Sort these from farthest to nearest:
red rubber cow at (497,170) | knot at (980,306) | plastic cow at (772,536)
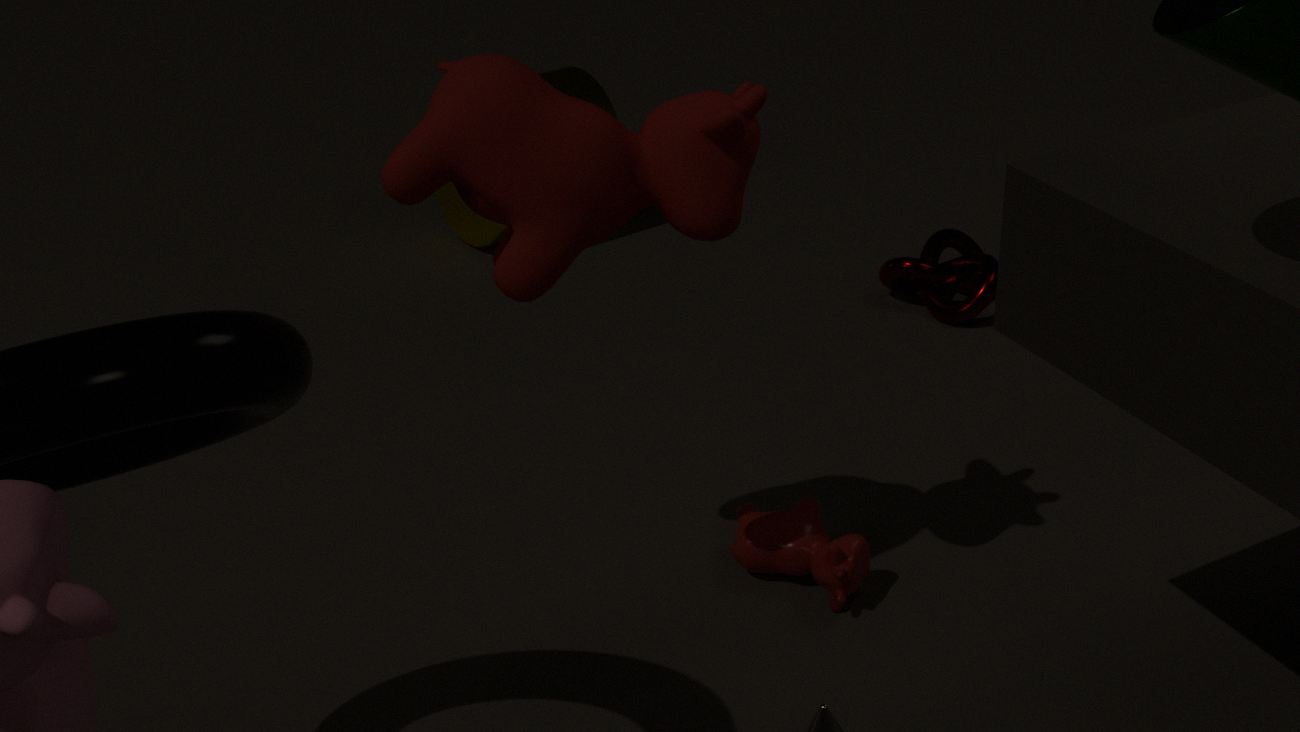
knot at (980,306)
plastic cow at (772,536)
red rubber cow at (497,170)
